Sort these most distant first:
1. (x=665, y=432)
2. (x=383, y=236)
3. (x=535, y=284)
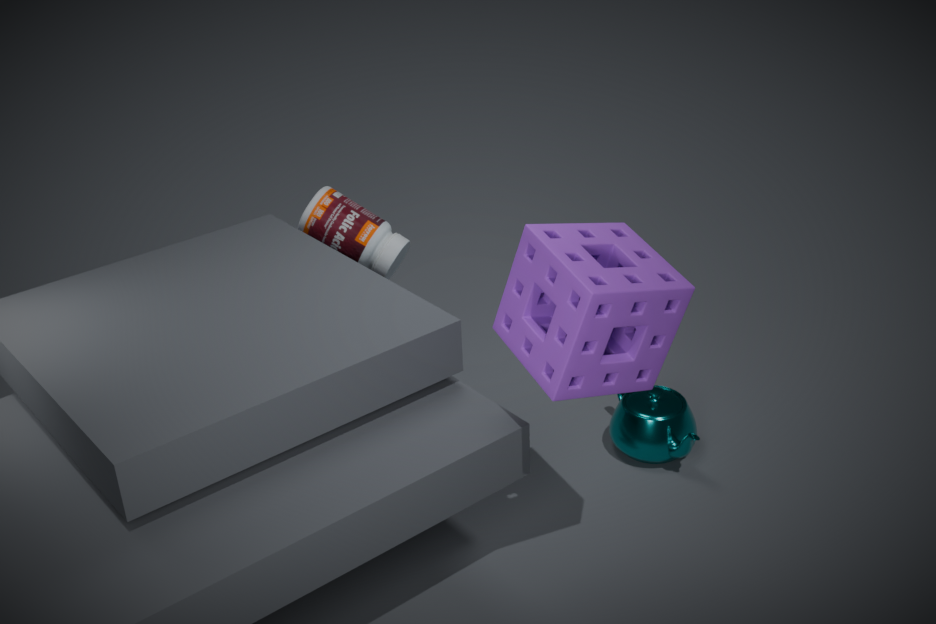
1. (x=383, y=236)
2. (x=665, y=432)
3. (x=535, y=284)
